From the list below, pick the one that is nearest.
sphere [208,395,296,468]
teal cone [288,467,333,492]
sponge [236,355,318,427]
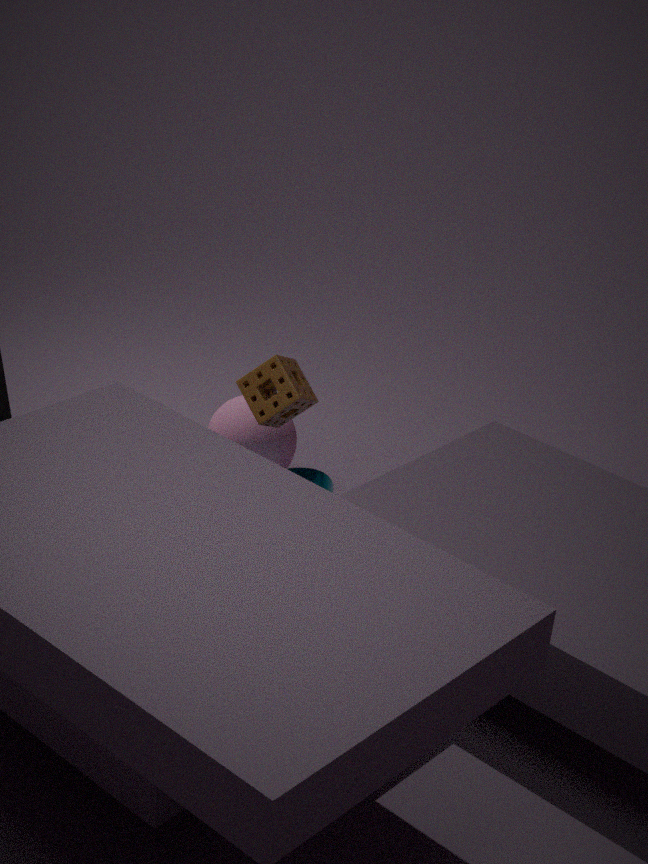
sponge [236,355,318,427]
